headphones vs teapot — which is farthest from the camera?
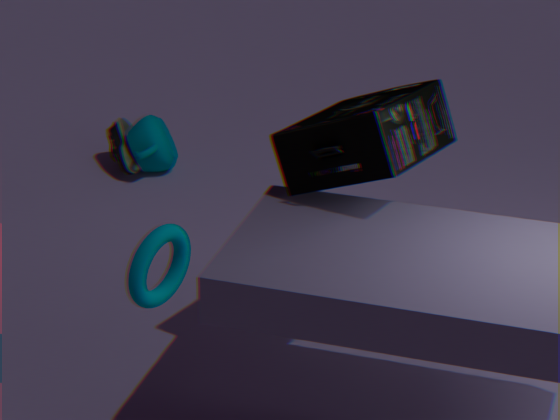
teapot
